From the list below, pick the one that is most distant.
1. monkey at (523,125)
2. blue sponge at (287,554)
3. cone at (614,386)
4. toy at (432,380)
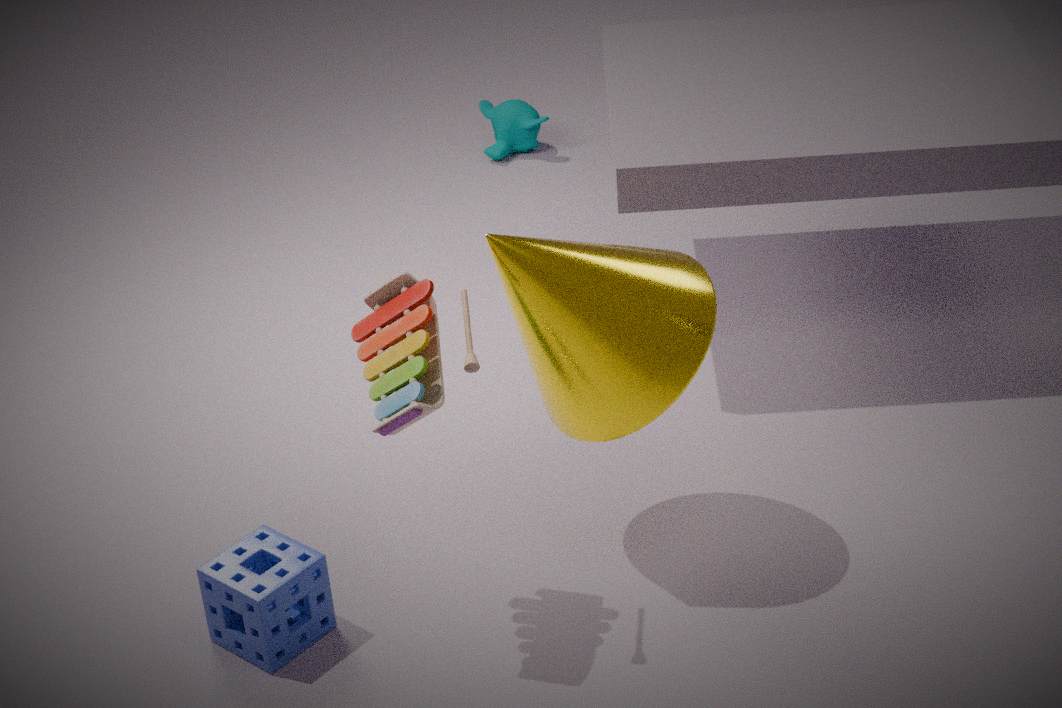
monkey at (523,125)
